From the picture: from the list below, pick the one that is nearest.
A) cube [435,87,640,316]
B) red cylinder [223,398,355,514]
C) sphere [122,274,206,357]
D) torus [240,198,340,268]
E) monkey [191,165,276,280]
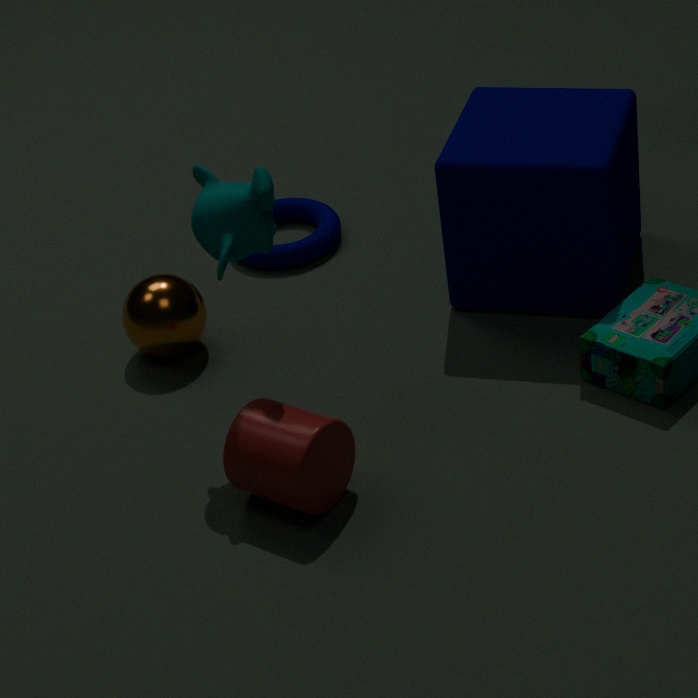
red cylinder [223,398,355,514]
